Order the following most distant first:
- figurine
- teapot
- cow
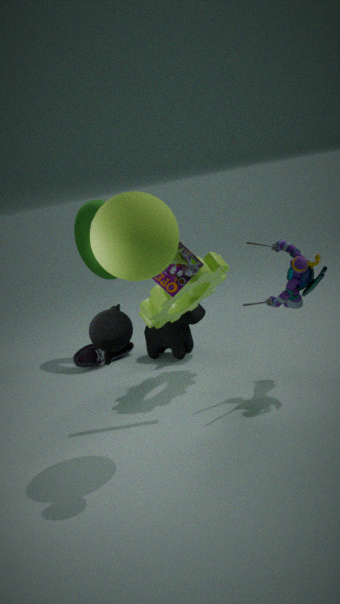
1. cow
2. figurine
3. teapot
